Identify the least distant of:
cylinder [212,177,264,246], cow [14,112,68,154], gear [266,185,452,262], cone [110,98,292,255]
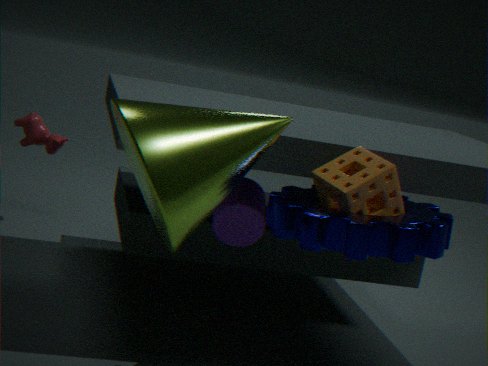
cone [110,98,292,255]
